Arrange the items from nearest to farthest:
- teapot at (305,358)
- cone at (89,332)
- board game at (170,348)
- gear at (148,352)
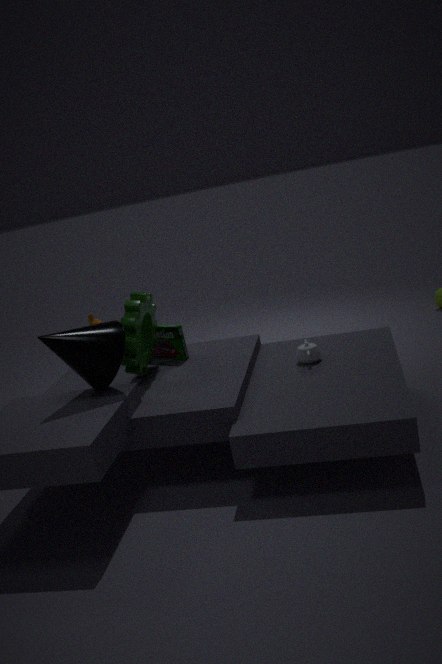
cone at (89,332) → gear at (148,352) → teapot at (305,358) → board game at (170,348)
